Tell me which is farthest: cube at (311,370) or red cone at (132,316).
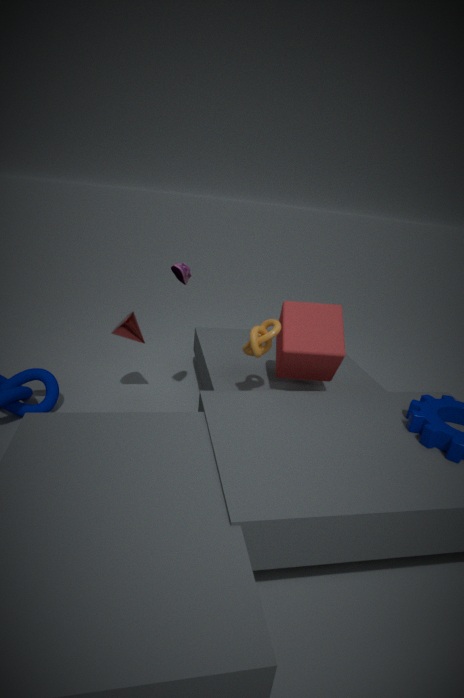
red cone at (132,316)
